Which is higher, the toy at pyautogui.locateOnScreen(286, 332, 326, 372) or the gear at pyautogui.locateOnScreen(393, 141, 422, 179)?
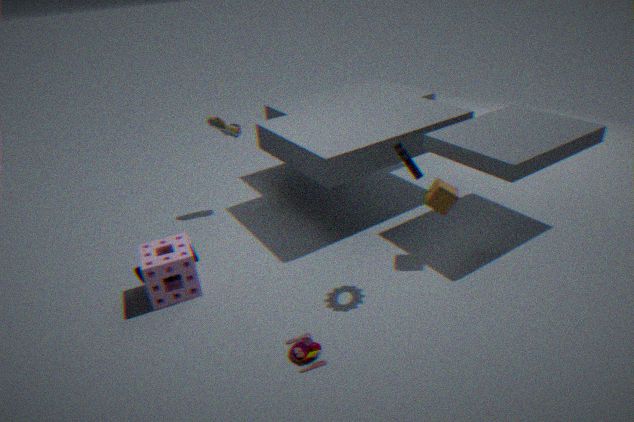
the gear at pyautogui.locateOnScreen(393, 141, 422, 179)
